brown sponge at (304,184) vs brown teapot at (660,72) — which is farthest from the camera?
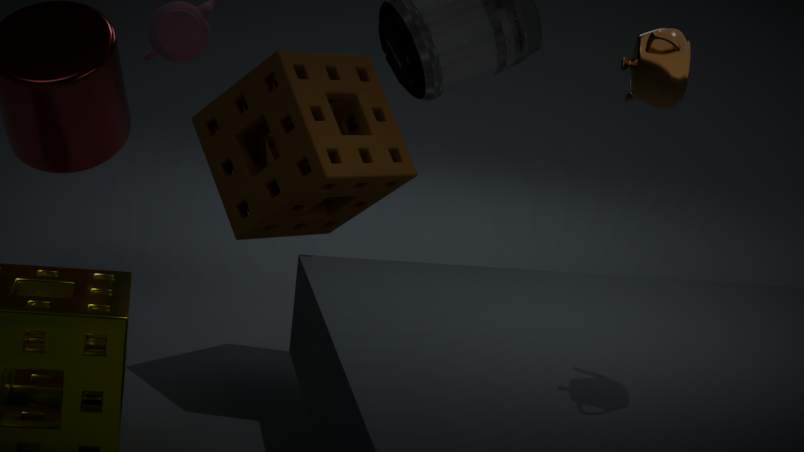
brown sponge at (304,184)
